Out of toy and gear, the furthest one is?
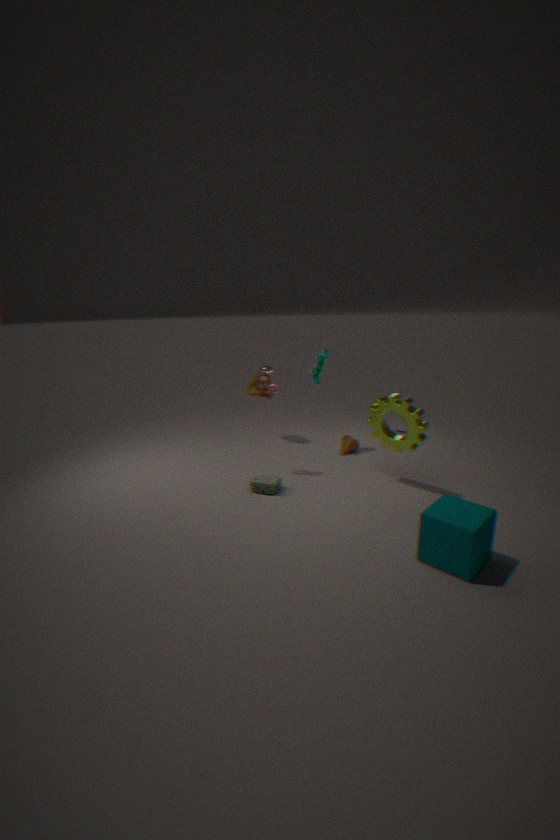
toy
